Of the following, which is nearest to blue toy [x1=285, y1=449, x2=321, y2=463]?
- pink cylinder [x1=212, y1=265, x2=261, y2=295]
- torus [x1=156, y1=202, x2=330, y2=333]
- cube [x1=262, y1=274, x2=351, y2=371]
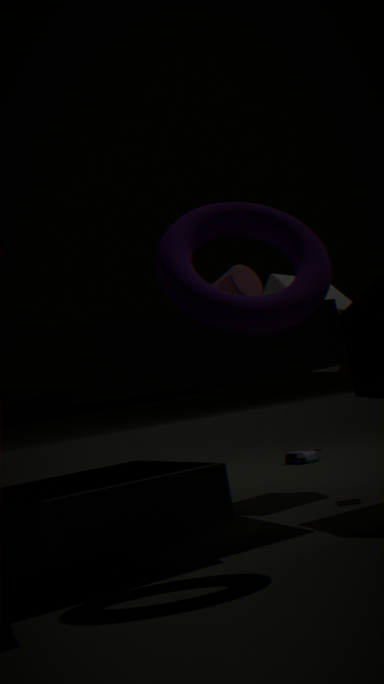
cube [x1=262, y1=274, x2=351, y2=371]
